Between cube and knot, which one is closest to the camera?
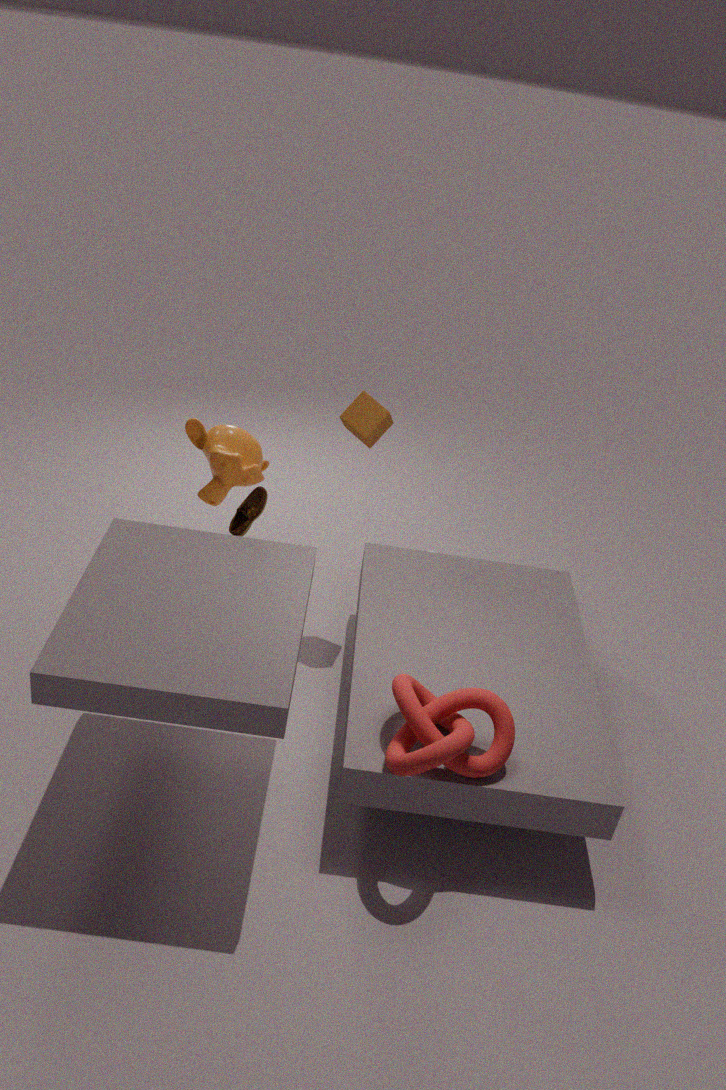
knot
